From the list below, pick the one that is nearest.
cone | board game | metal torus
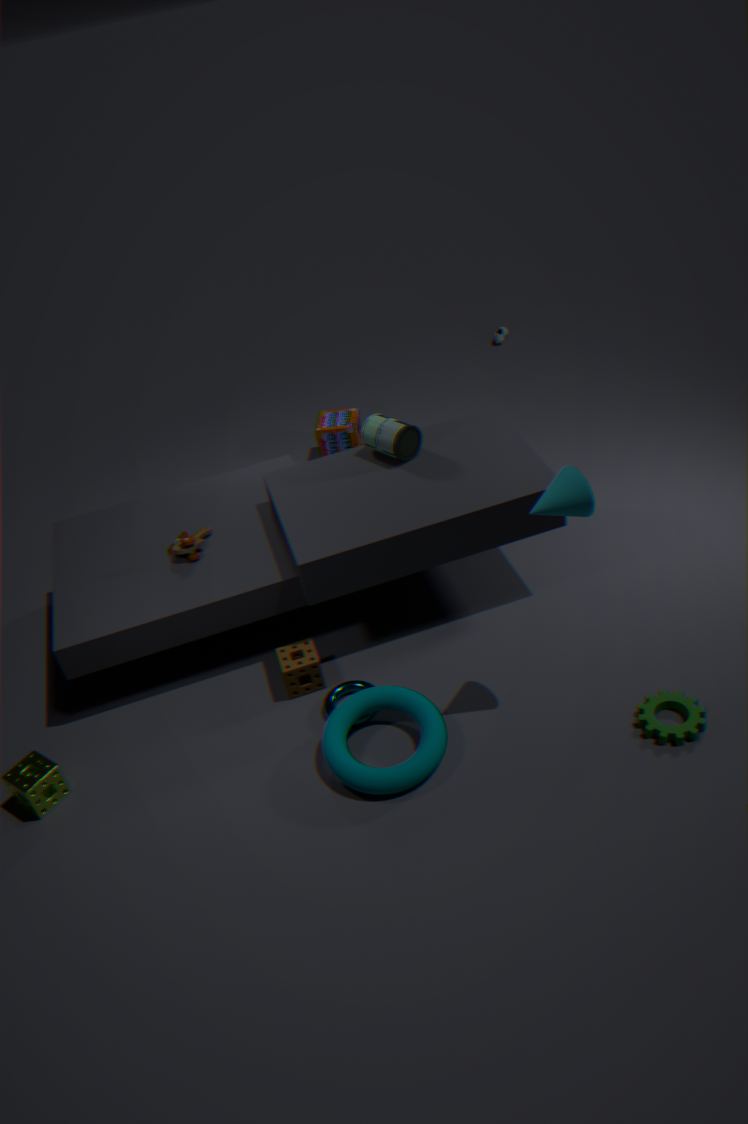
cone
